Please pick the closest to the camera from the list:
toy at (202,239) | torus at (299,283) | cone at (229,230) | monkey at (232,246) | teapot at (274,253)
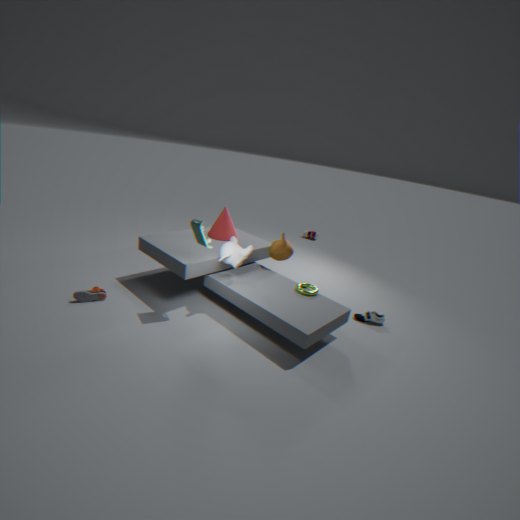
toy at (202,239)
